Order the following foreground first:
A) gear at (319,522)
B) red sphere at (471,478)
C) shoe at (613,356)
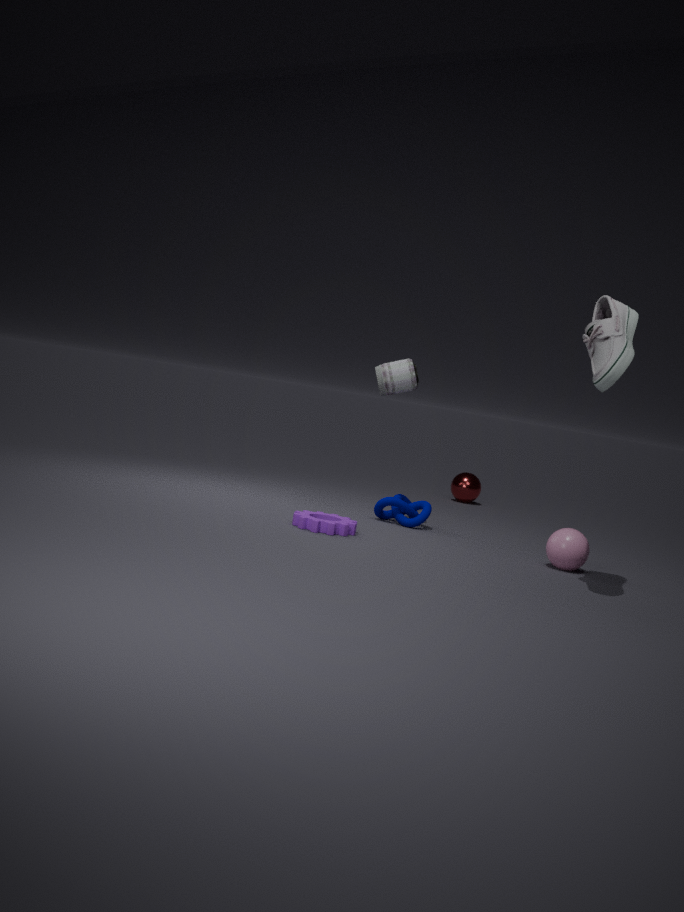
shoe at (613,356), gear at (319,522), red sphere at (471,478)
